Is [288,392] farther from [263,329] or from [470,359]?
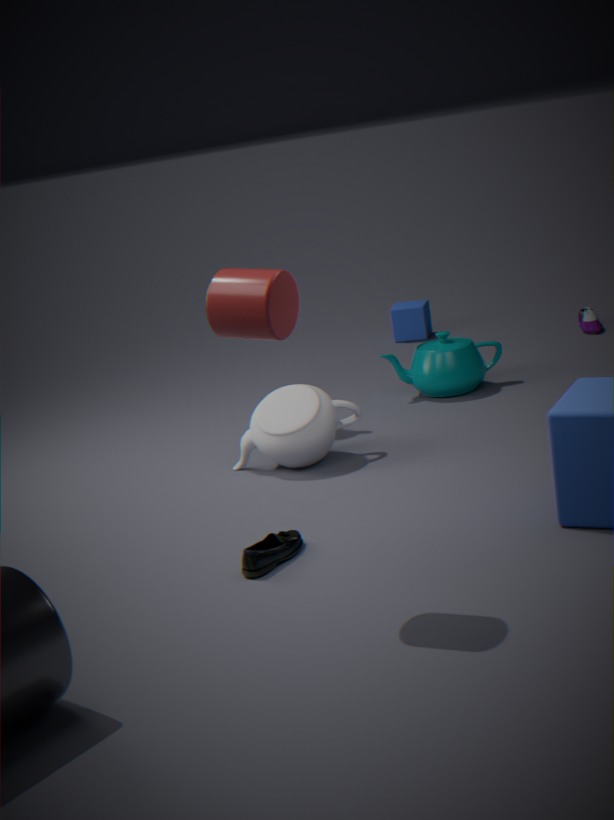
[263,329]
